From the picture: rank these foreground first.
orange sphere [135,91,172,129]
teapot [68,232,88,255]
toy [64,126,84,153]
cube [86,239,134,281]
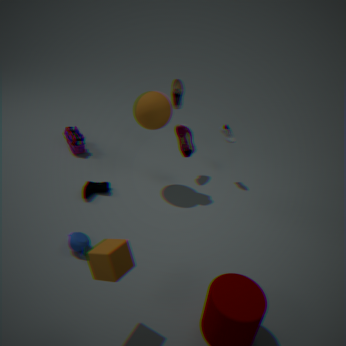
1. cube [86,239,134,281]
2. teapot [68,232,88,255]
3. orange sphere [135,91,172,129]
4. toy [64,126,84,153]
